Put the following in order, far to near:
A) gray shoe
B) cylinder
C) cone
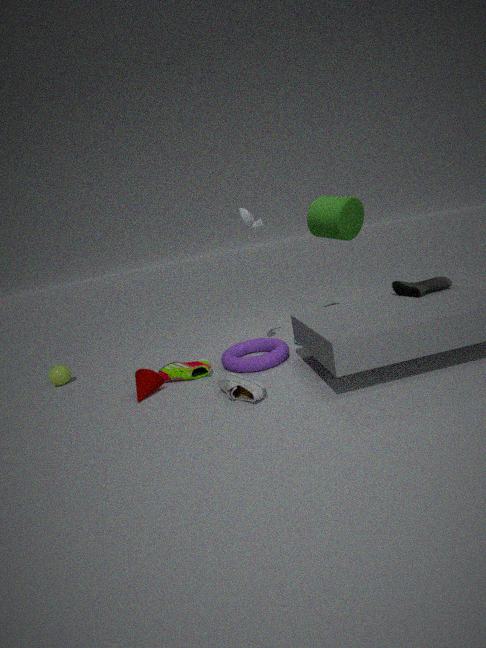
1. cylinder
2. cone
3. gray shoe
